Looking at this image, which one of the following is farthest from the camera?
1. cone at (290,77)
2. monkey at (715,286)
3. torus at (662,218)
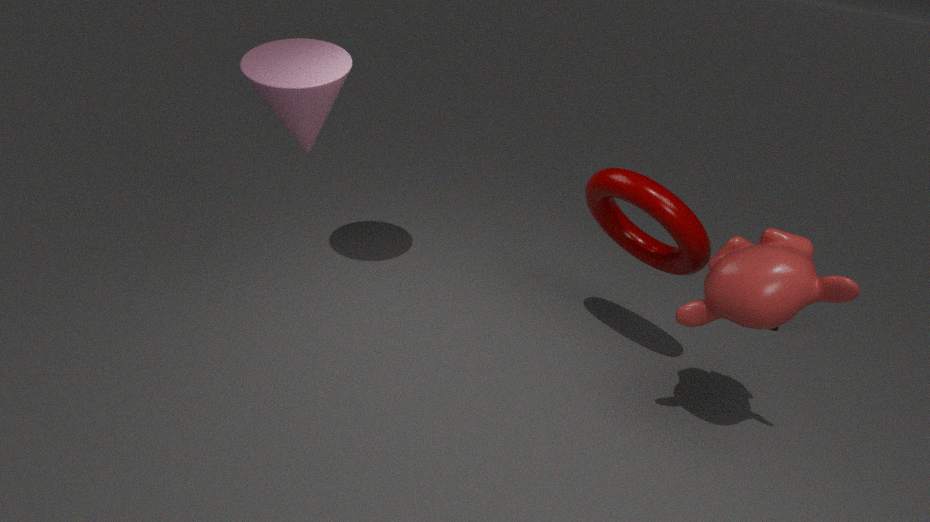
cone at (290,77)
